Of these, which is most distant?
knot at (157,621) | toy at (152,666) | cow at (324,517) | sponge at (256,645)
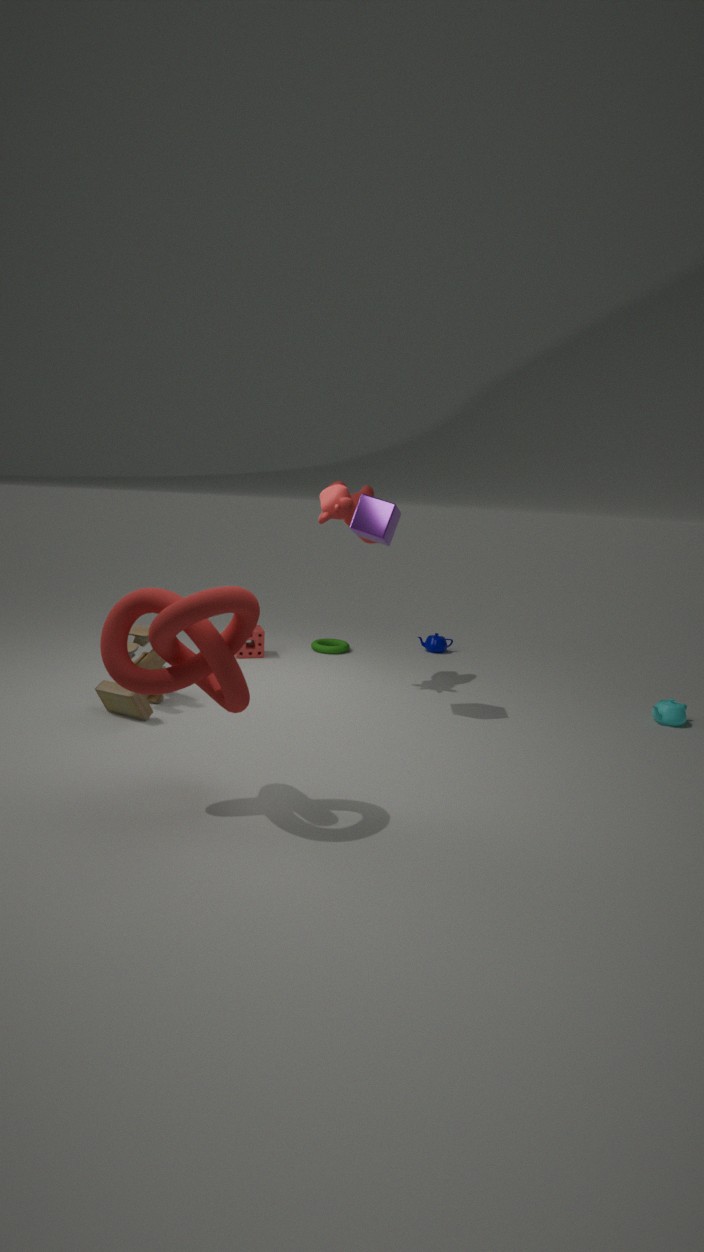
sponge at (256,645)
